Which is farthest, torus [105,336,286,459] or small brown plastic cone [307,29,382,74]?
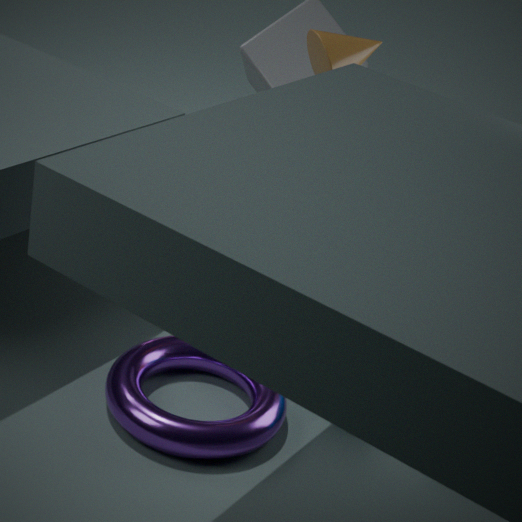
small brown plastic cone [307,29,382,74]
